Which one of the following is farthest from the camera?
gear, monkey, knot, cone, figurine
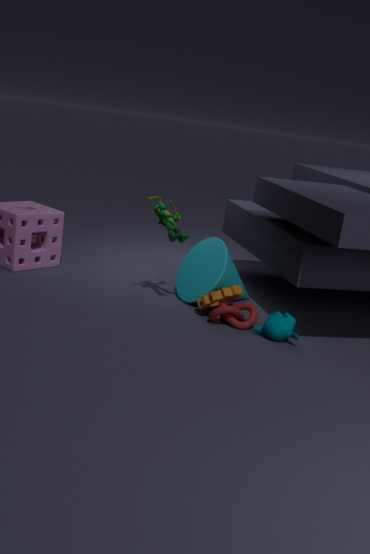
cone
